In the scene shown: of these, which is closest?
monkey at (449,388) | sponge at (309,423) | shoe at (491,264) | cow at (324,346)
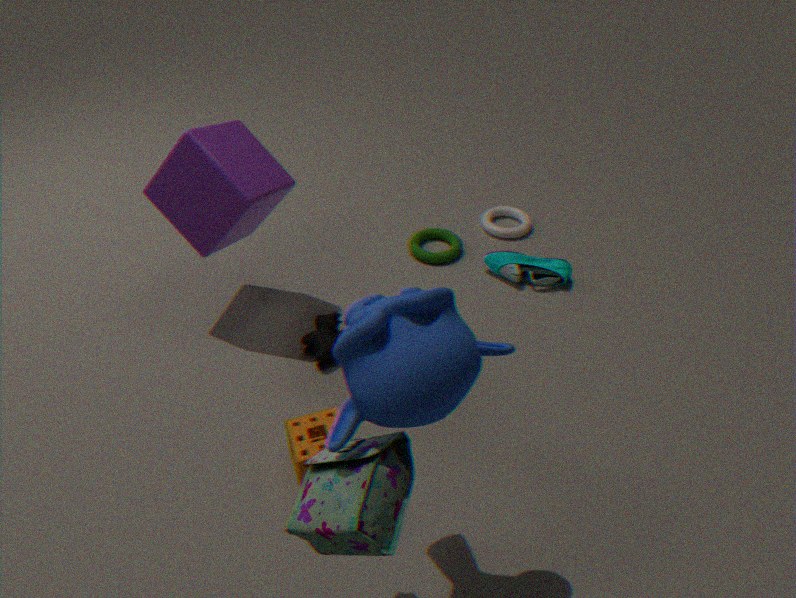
monkey at (449,388)
